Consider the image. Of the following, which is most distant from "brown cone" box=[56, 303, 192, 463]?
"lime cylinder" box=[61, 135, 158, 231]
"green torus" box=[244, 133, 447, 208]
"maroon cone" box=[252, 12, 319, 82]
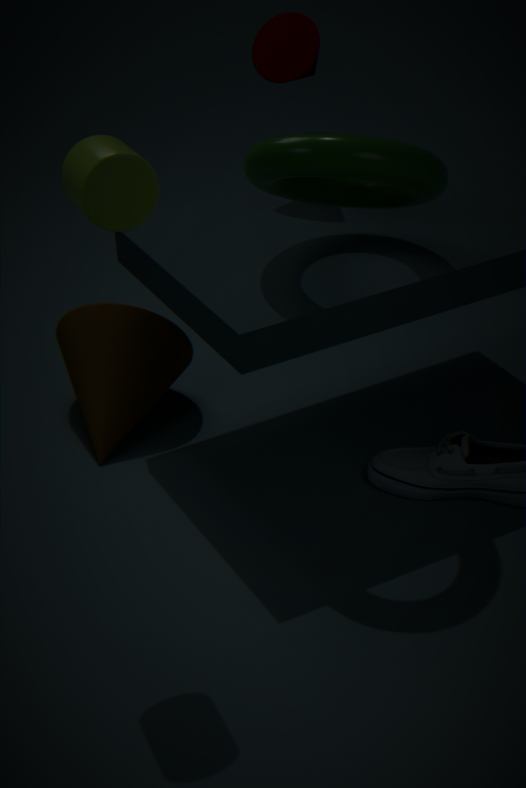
"lime cylinder" box=[61, 135, 158, 231]
